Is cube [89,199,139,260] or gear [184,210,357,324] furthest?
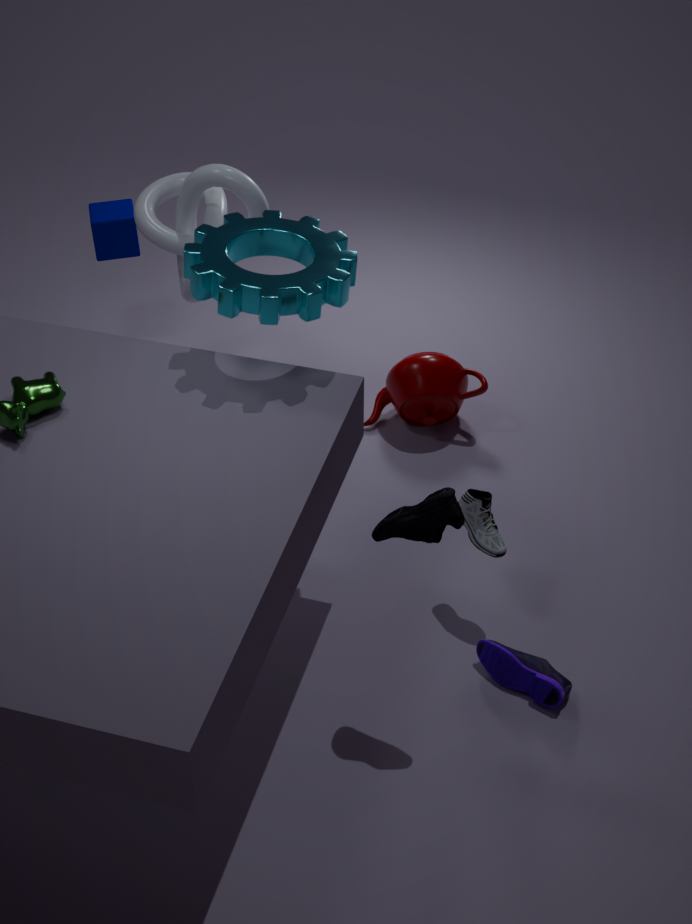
cube [89,199,139,260]
